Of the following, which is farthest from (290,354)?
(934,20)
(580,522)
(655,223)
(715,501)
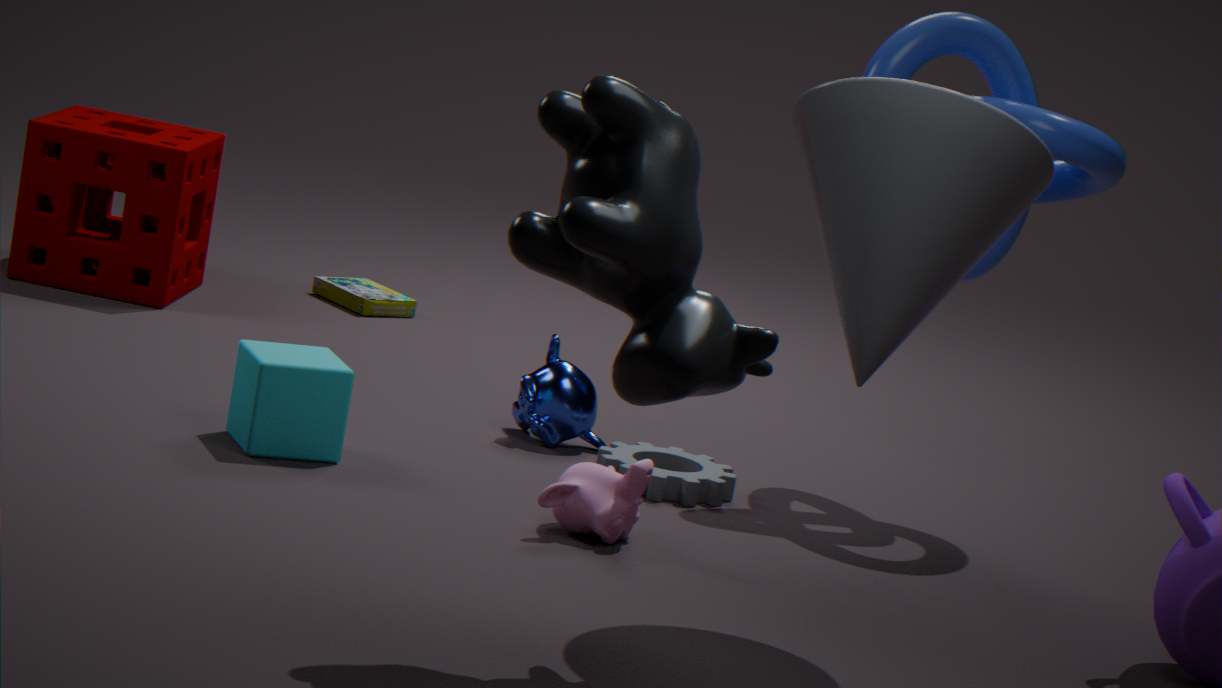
(934,20)
